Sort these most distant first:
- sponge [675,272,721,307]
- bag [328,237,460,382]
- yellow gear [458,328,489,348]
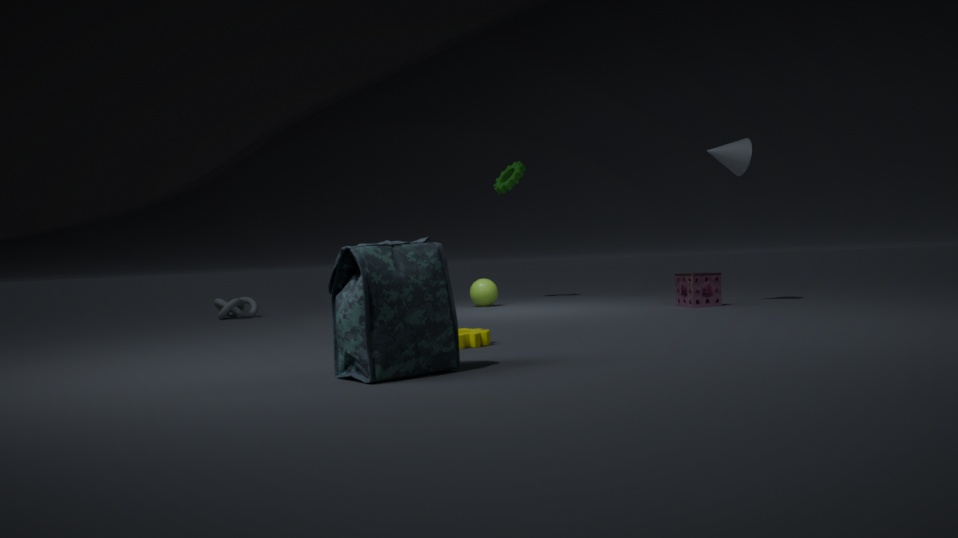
sponge [675,272,721,307]
yellow gear [458,328,489,348]
bag [328,237,460,382]
